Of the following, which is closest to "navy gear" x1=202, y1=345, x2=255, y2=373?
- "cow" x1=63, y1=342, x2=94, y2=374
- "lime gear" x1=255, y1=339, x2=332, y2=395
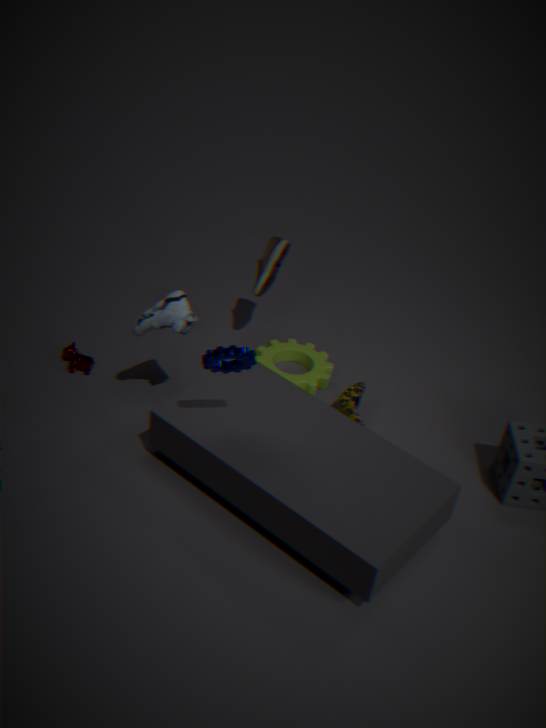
"lime gear" x1=255, y1=339, x2=332, y2=395
